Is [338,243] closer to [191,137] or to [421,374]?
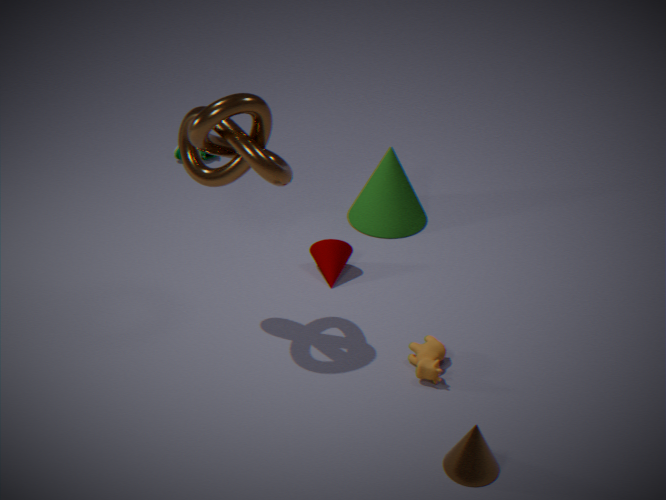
[421,374]
